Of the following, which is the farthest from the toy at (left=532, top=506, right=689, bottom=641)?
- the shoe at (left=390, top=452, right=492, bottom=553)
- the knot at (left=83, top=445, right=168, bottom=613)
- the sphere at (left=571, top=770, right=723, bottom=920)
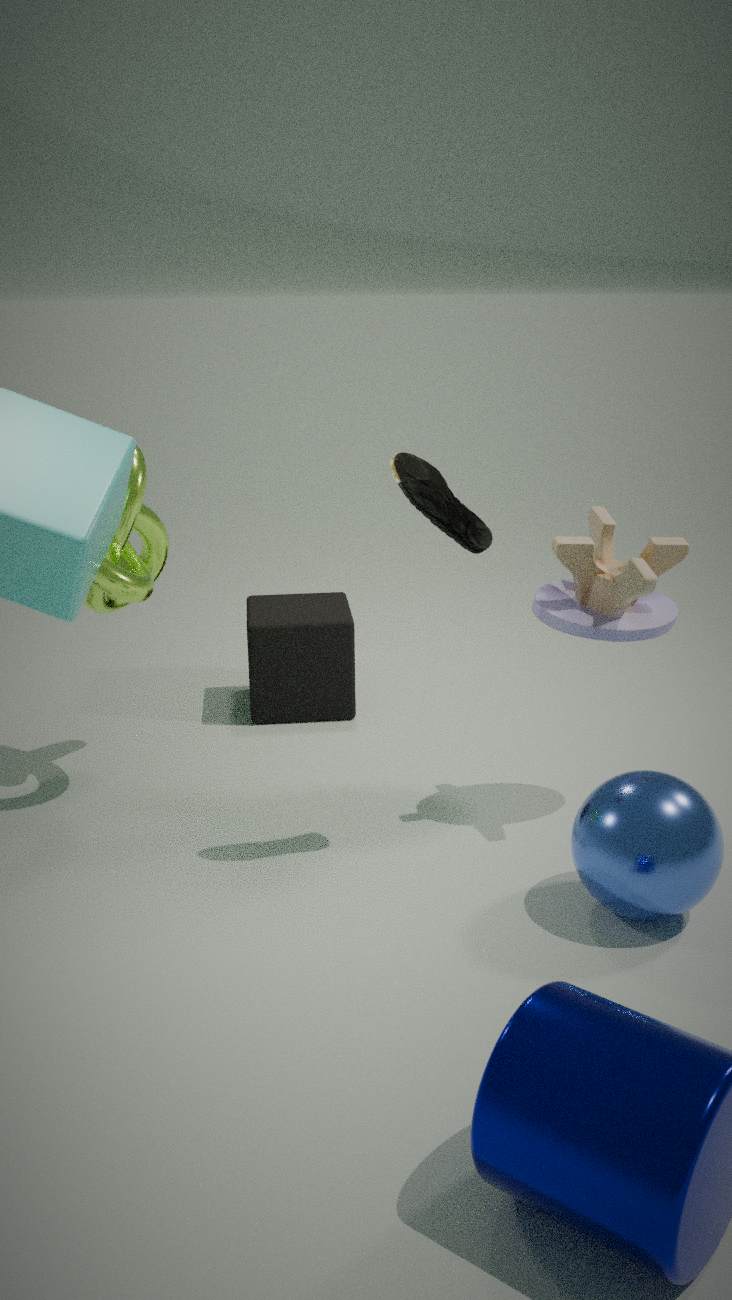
the knot at (left=83, top=445, right=168, bottom=613)
